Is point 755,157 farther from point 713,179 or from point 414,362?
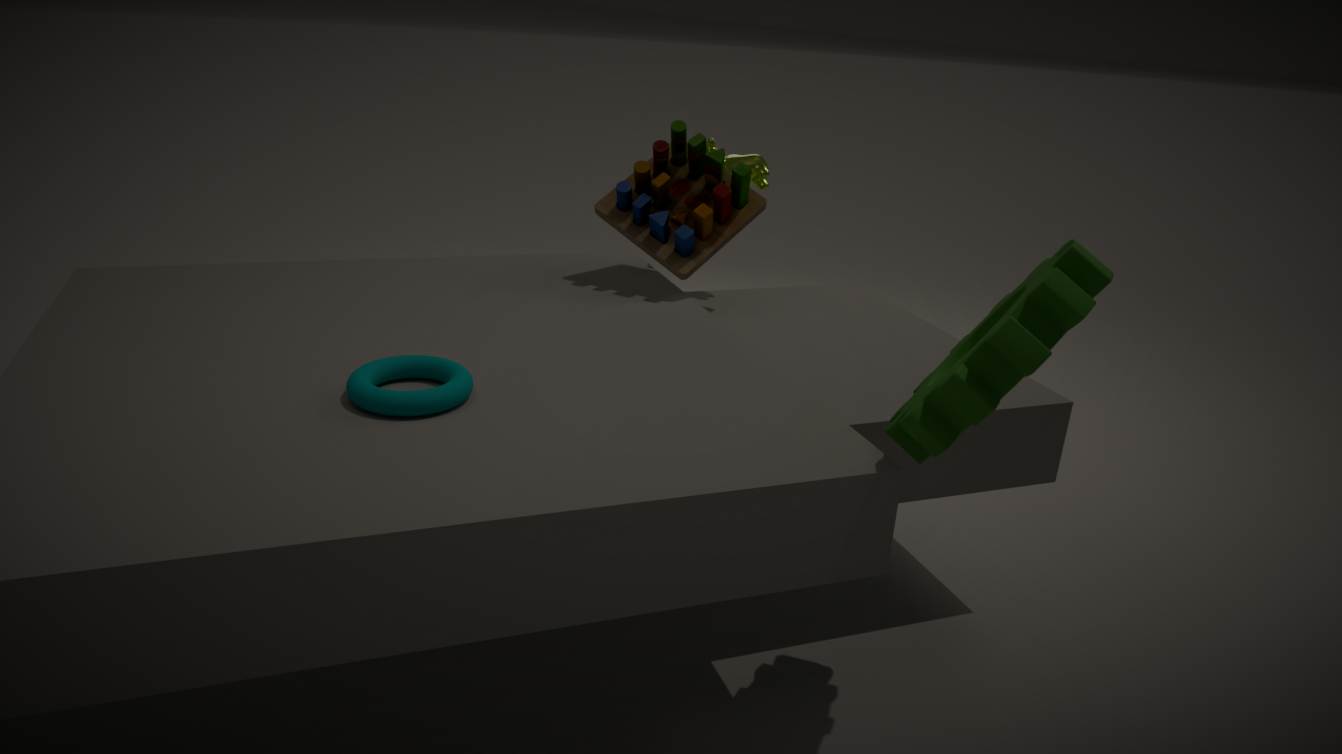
point 414,362
